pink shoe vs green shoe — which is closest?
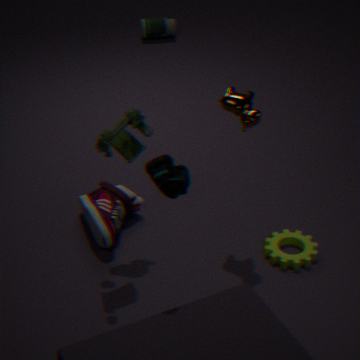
green shoe
